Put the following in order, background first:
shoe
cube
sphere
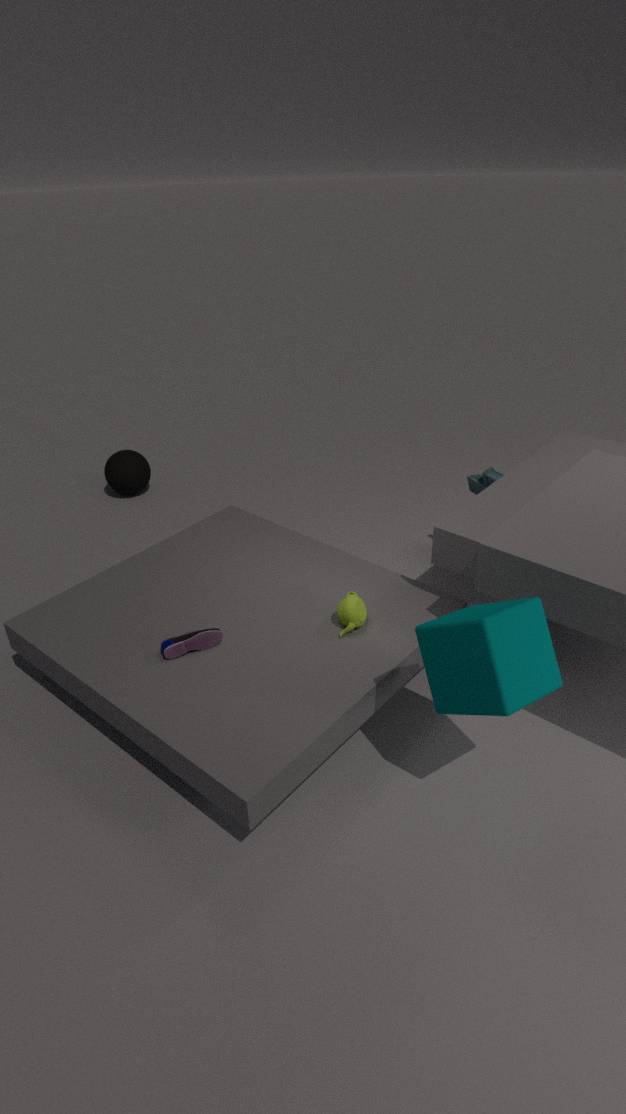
sphere, shoe, cube
